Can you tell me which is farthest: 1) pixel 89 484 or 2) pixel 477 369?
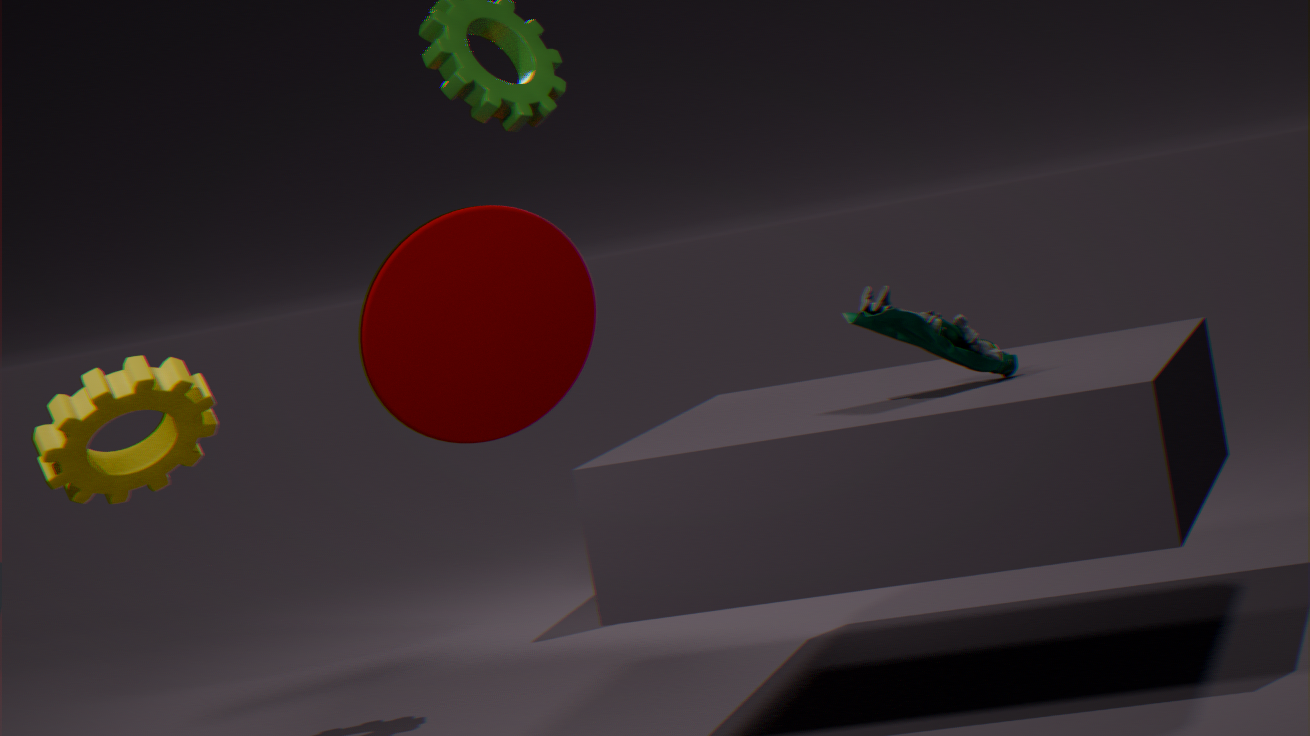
2. pixel 477 369
